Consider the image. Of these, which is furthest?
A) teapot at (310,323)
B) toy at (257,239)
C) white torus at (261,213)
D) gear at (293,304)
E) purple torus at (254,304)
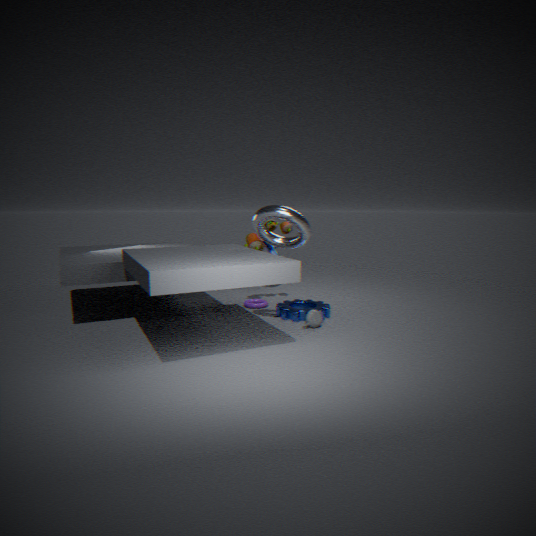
toy at (257,239)
